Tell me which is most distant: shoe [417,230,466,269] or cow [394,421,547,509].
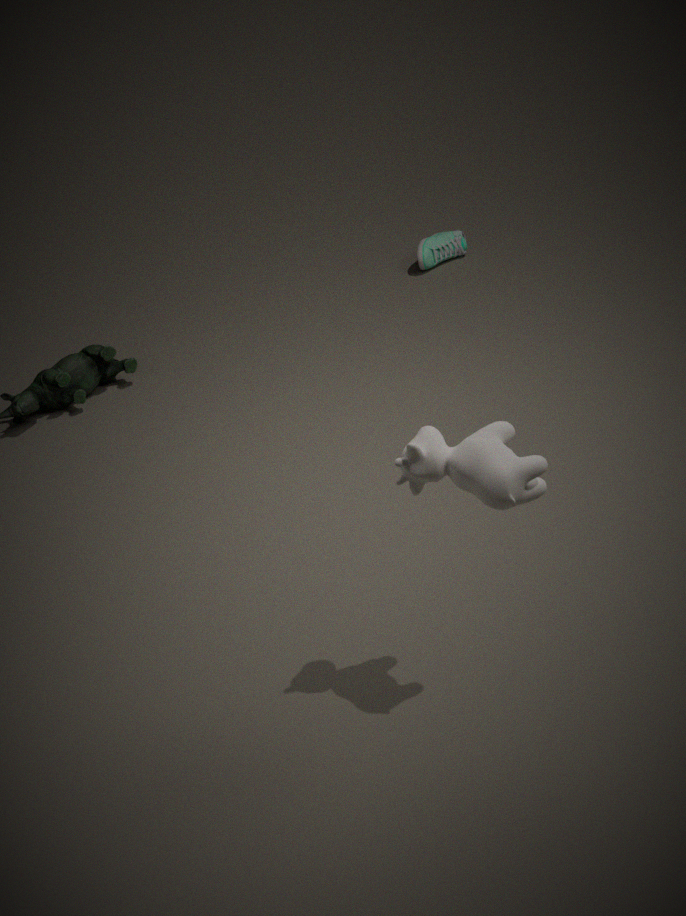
shoe [417,230,466,269]
